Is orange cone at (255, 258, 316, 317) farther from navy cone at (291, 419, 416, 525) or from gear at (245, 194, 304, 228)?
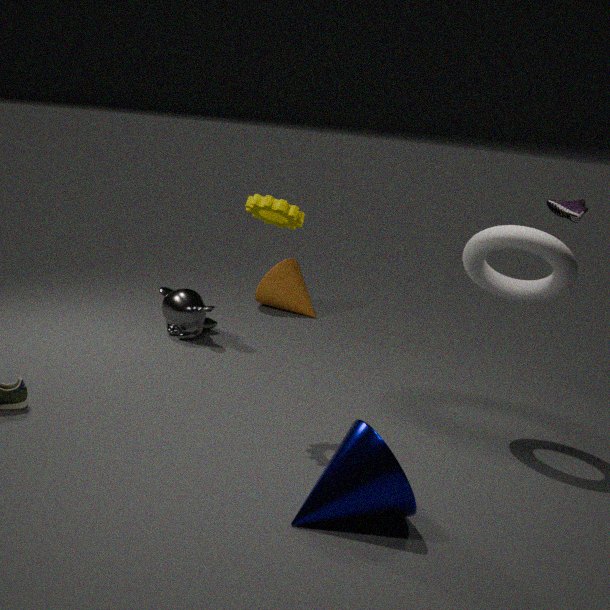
navy cone at (291, 419, 416, 525)
